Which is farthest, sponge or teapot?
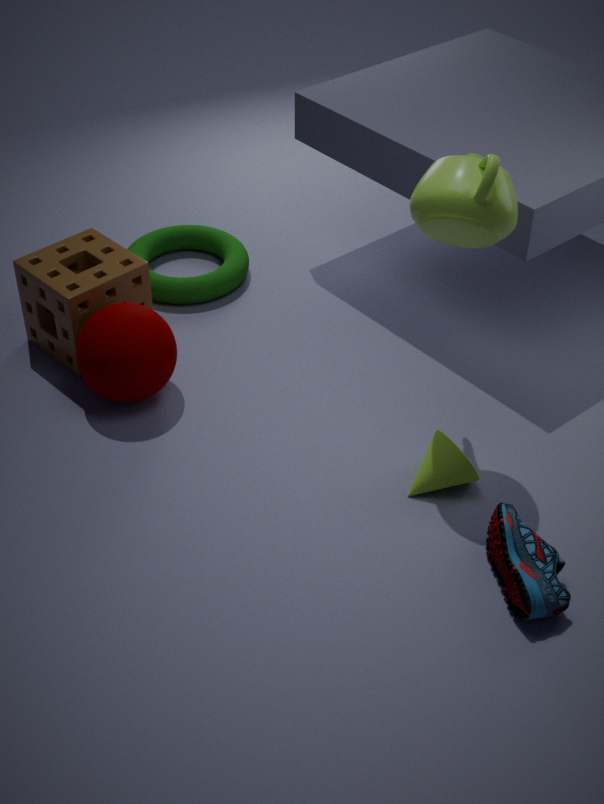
sponge
